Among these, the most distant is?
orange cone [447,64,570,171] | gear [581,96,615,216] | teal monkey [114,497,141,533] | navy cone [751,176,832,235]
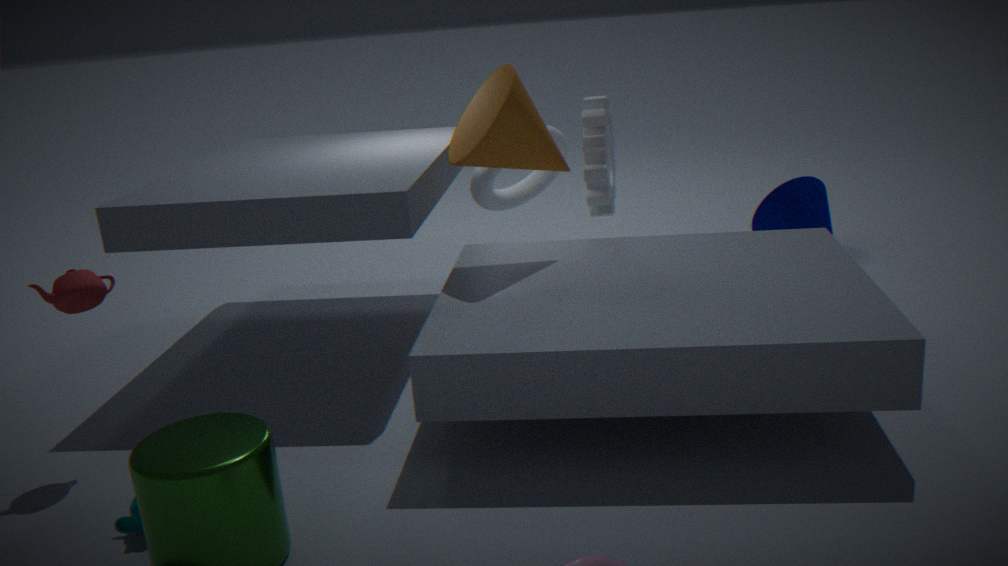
navy cone [751,176,832,235]
